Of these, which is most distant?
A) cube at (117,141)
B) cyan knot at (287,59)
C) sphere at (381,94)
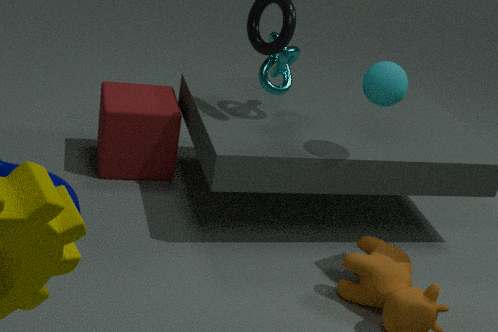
cube at (117,141)
